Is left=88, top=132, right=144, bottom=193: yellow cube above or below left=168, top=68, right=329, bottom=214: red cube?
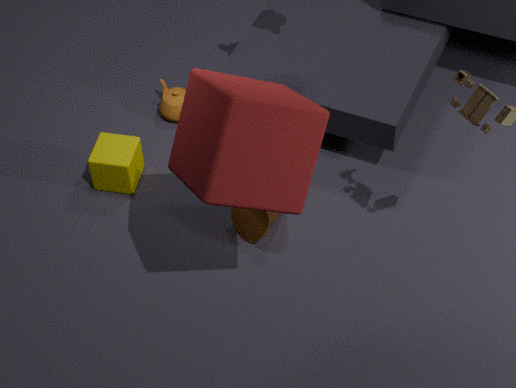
below
